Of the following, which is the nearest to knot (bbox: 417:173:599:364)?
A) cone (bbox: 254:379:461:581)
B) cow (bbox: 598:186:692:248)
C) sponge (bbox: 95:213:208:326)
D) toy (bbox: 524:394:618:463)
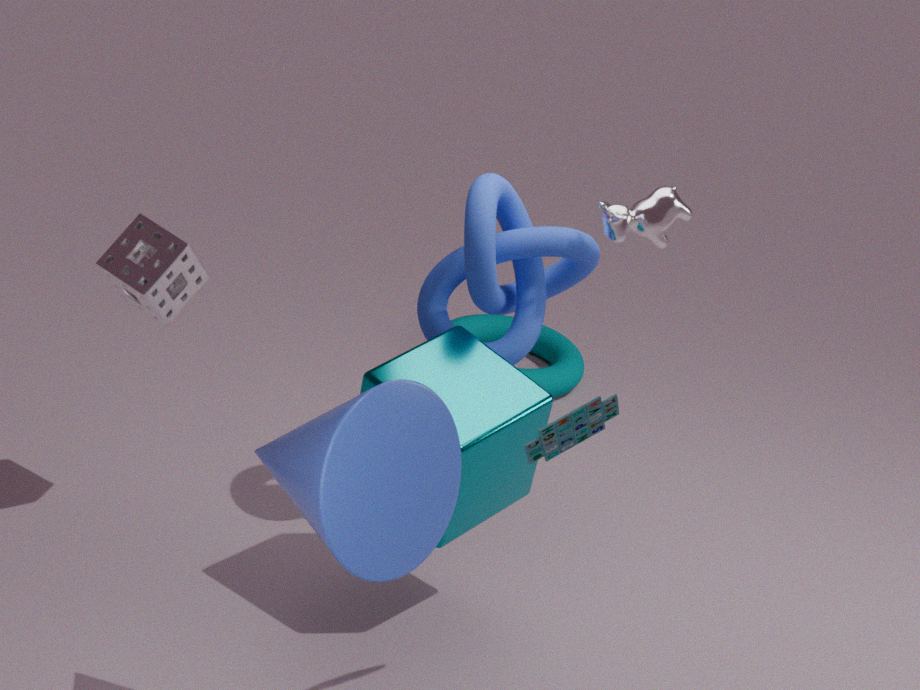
cow (bbox: 598:186:692:248)
